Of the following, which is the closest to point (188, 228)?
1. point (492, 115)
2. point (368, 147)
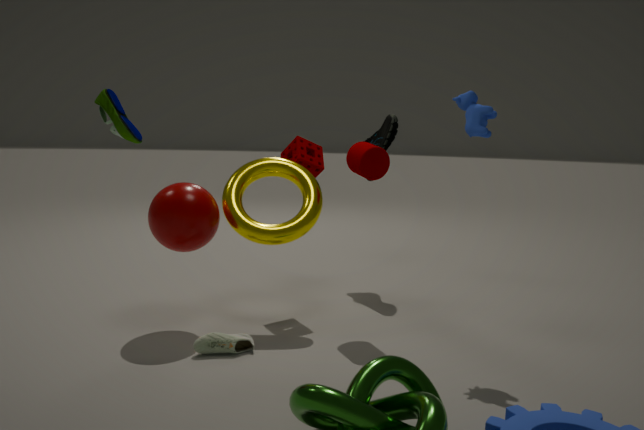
point (368, 147)
